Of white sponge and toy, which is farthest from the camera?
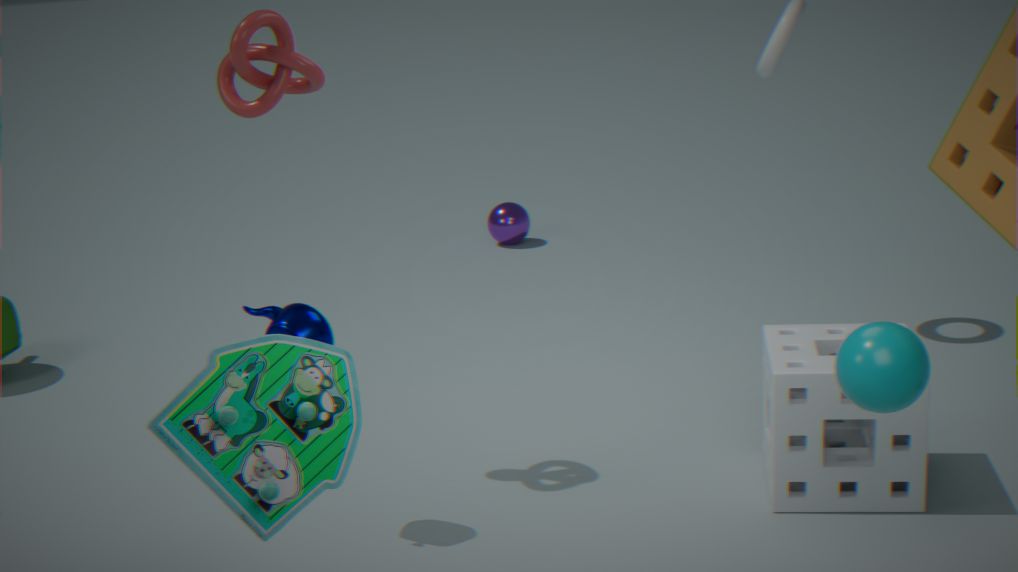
white sponge
